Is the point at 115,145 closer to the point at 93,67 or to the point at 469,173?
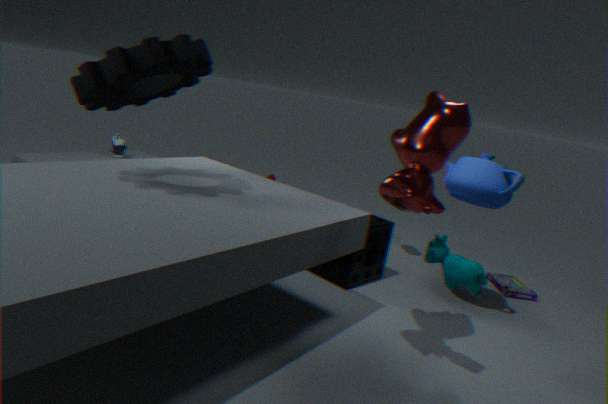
the point at 93,67
